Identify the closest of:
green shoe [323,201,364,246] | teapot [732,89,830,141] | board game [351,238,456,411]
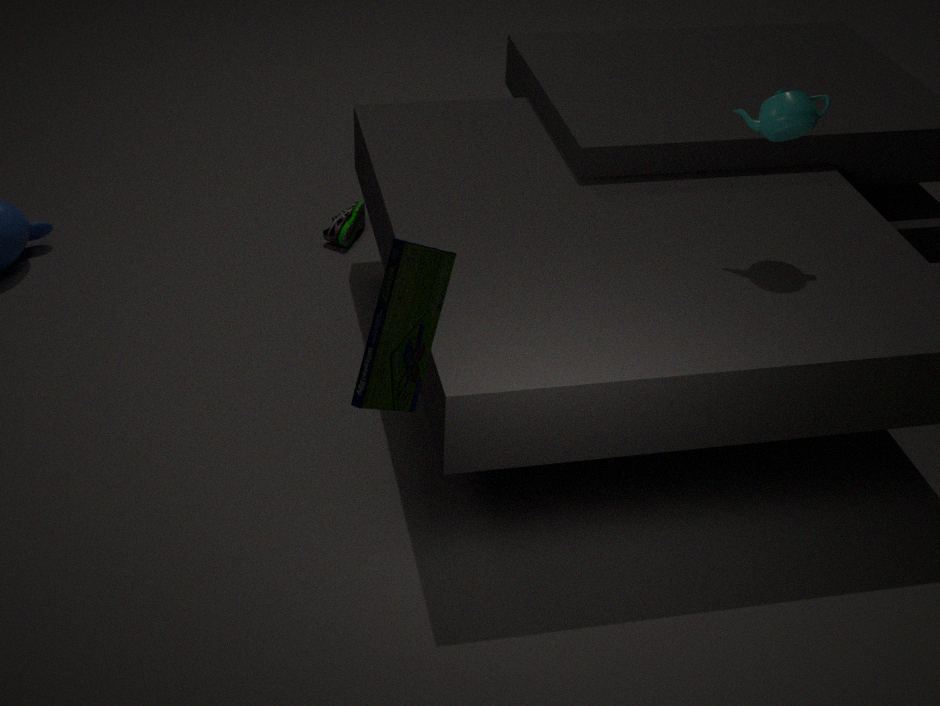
board game [351,238,456,411]
